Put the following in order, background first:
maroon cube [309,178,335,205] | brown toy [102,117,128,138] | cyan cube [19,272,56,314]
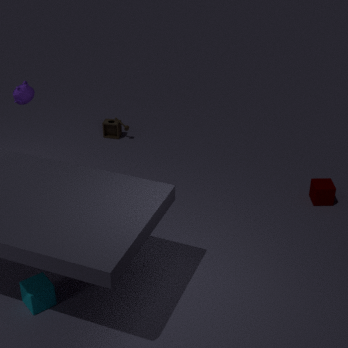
1. brown toy [102,117,128,138]
2. maroon cube [309,178,335,205]
3. cyan cube [19,272,56,314]
